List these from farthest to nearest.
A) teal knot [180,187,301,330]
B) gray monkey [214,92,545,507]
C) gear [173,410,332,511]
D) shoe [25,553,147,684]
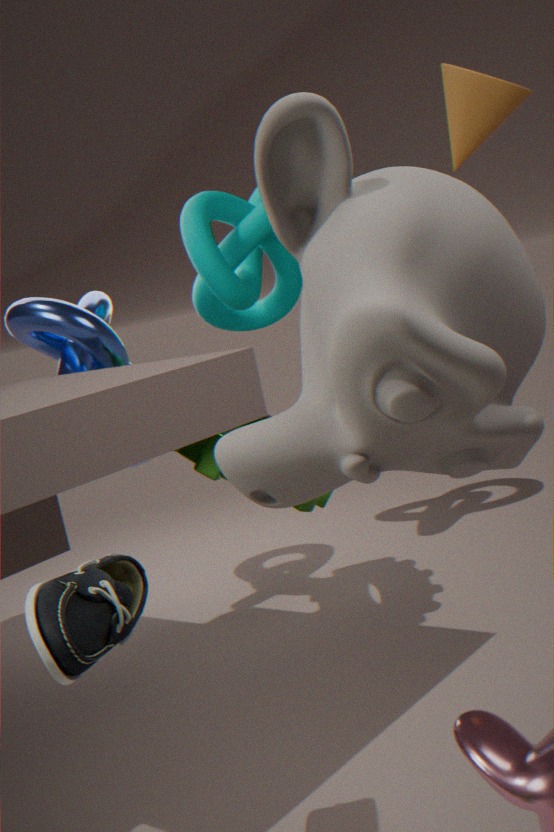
teal knot [180,187,301,330]
gear [173,410,332,511]
shoe [25,553,147,684]
gray monkey [214,92,545,507]
